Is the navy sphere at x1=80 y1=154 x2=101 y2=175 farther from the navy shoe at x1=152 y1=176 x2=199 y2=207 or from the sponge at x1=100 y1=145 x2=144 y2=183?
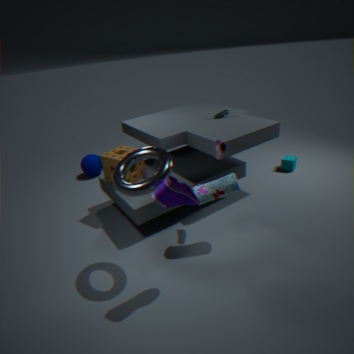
the navy shoe at x1=152 y1=176 x2=199 y2=207
